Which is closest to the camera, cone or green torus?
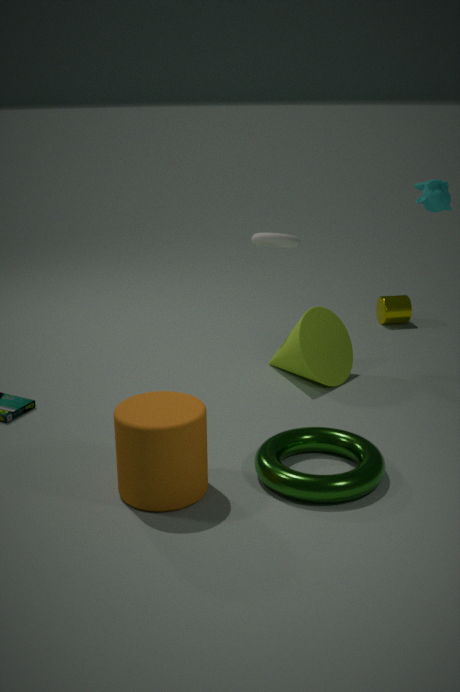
green torus
